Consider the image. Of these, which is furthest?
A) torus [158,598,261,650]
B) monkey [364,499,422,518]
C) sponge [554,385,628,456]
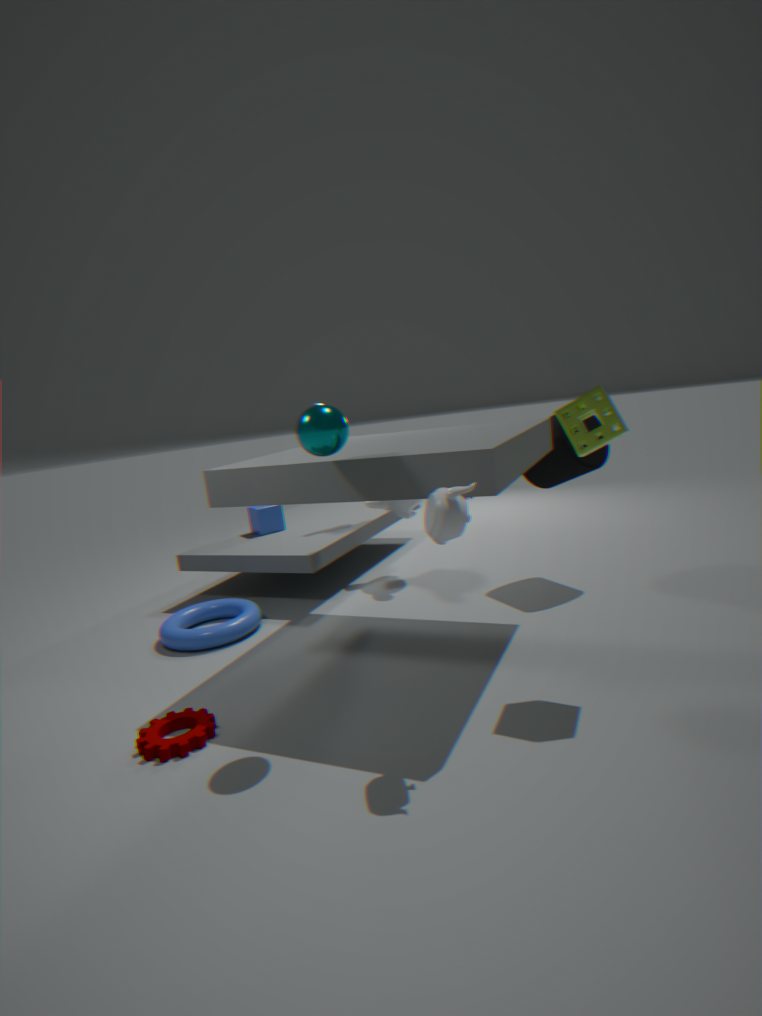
monkey [364,499,422,518]
